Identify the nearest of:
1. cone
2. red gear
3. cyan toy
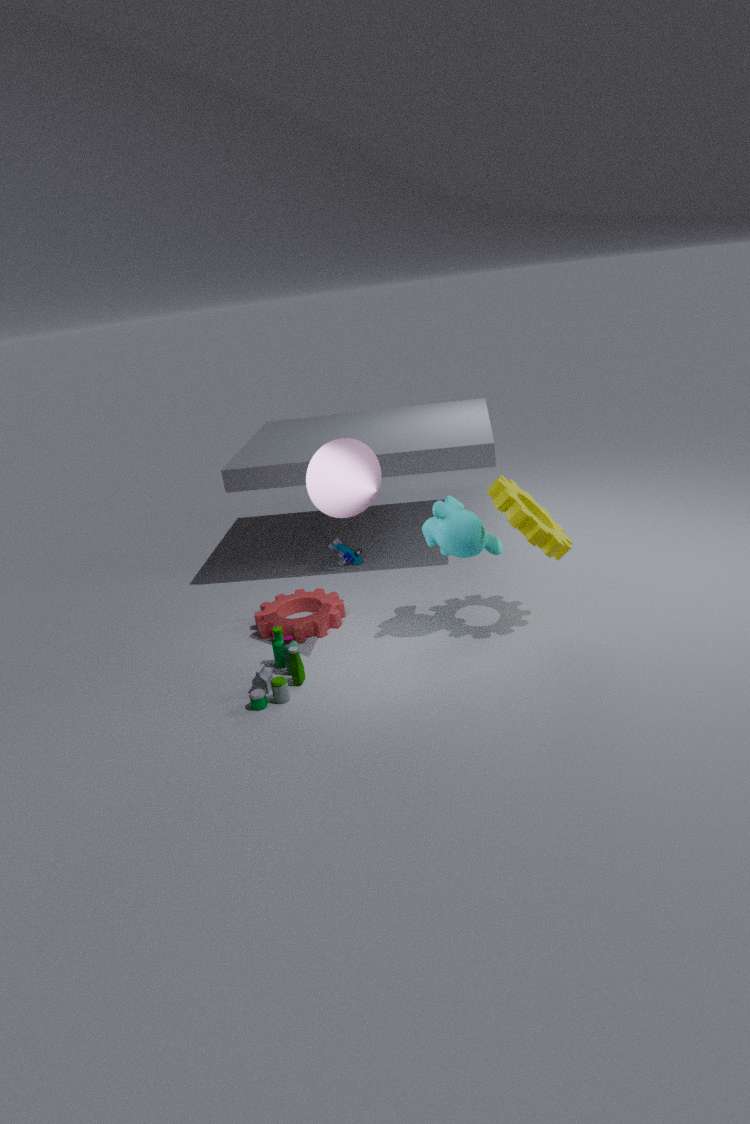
cone
